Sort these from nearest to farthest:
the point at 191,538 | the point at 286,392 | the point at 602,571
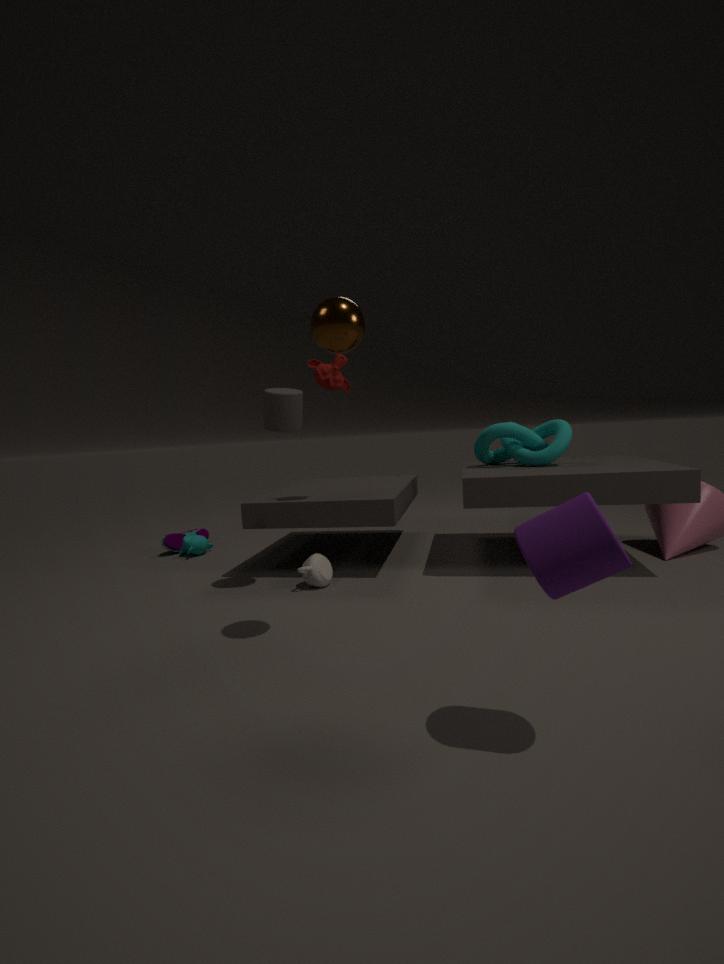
the point at 602,571 → the point at 286,392 → the point at 191,538
